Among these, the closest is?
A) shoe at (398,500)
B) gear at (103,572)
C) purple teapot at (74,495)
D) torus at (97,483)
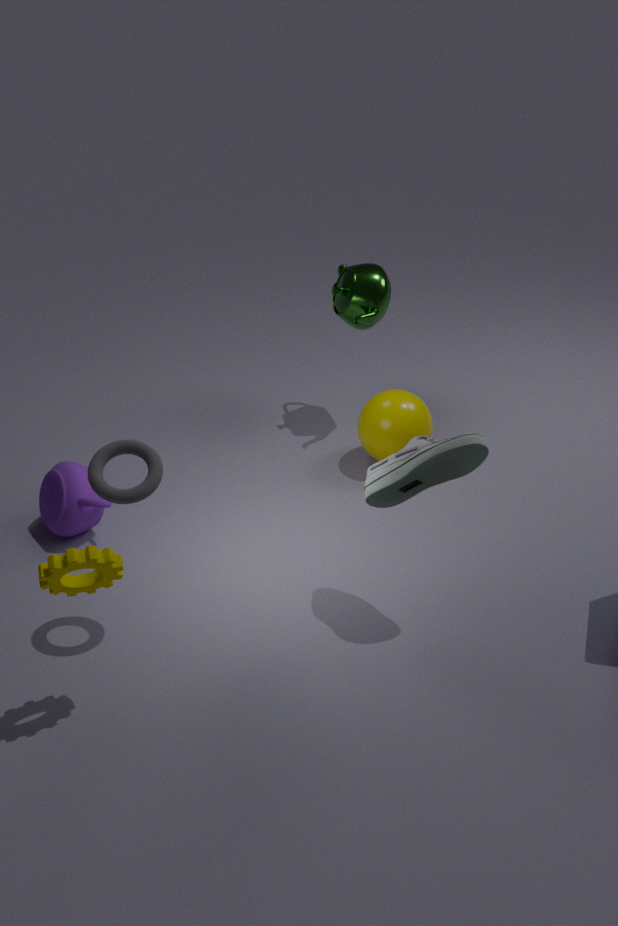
B. gear at (103,572)
